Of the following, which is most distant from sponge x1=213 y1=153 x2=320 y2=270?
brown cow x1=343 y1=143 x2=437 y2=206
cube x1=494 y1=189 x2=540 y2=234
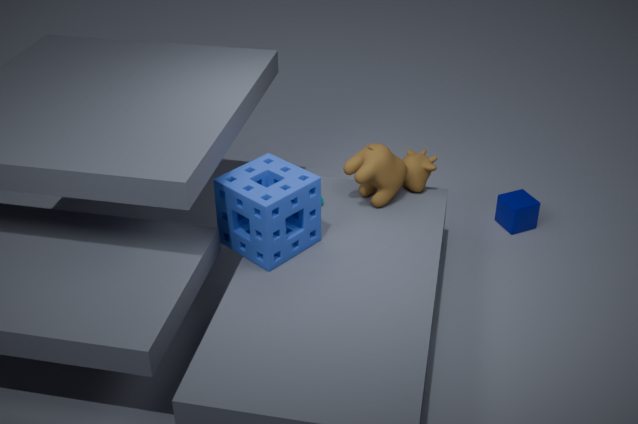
cube x1=494 y1=189 x2=540 y2=234
